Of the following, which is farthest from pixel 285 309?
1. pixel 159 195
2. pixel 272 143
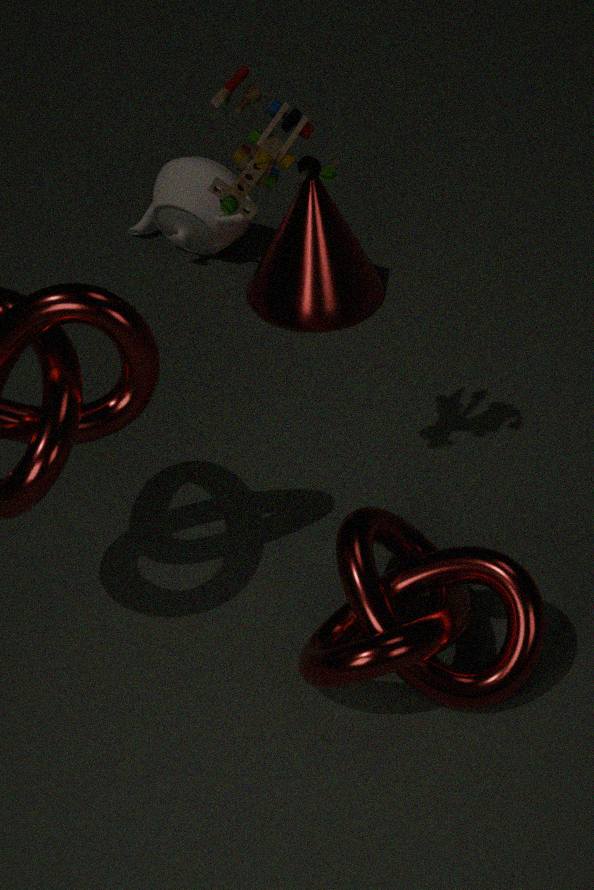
pixel 272 143
